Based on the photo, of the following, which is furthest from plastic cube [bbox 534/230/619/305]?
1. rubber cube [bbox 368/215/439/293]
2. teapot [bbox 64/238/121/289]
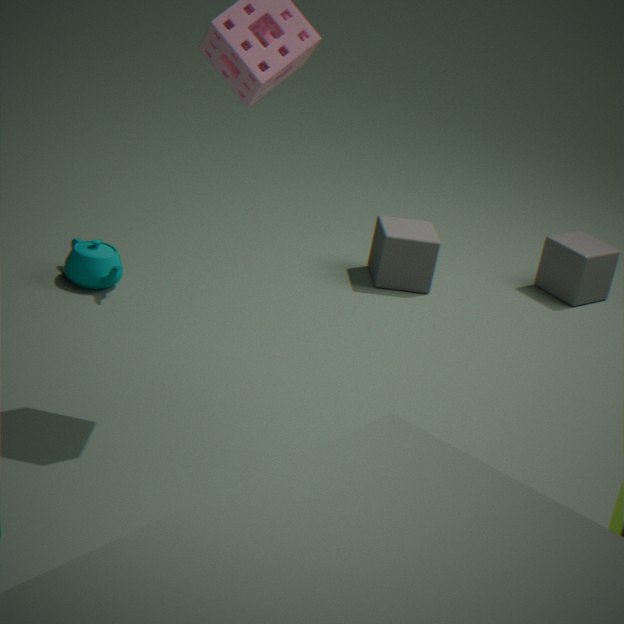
teapot [bbox 64/238/121/289]
